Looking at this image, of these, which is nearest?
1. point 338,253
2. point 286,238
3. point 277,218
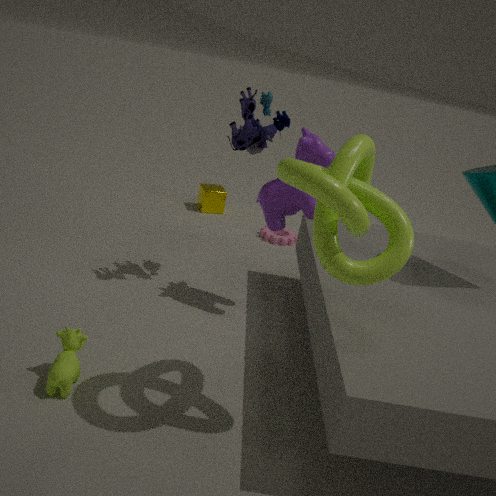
point 338,253
